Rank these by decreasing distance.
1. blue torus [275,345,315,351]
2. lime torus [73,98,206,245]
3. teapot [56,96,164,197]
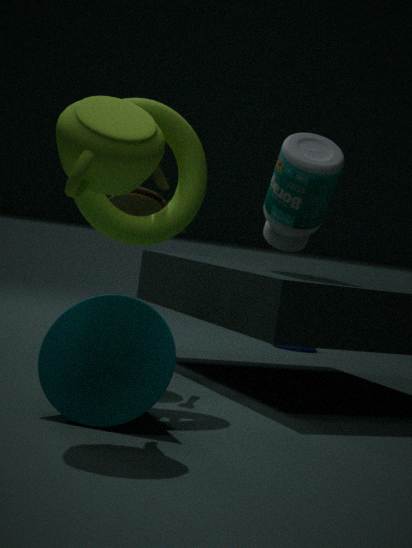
blue torus [275,345,315,351] < lime torus [73,98,206,245] < teapot [56,96,164,197]
